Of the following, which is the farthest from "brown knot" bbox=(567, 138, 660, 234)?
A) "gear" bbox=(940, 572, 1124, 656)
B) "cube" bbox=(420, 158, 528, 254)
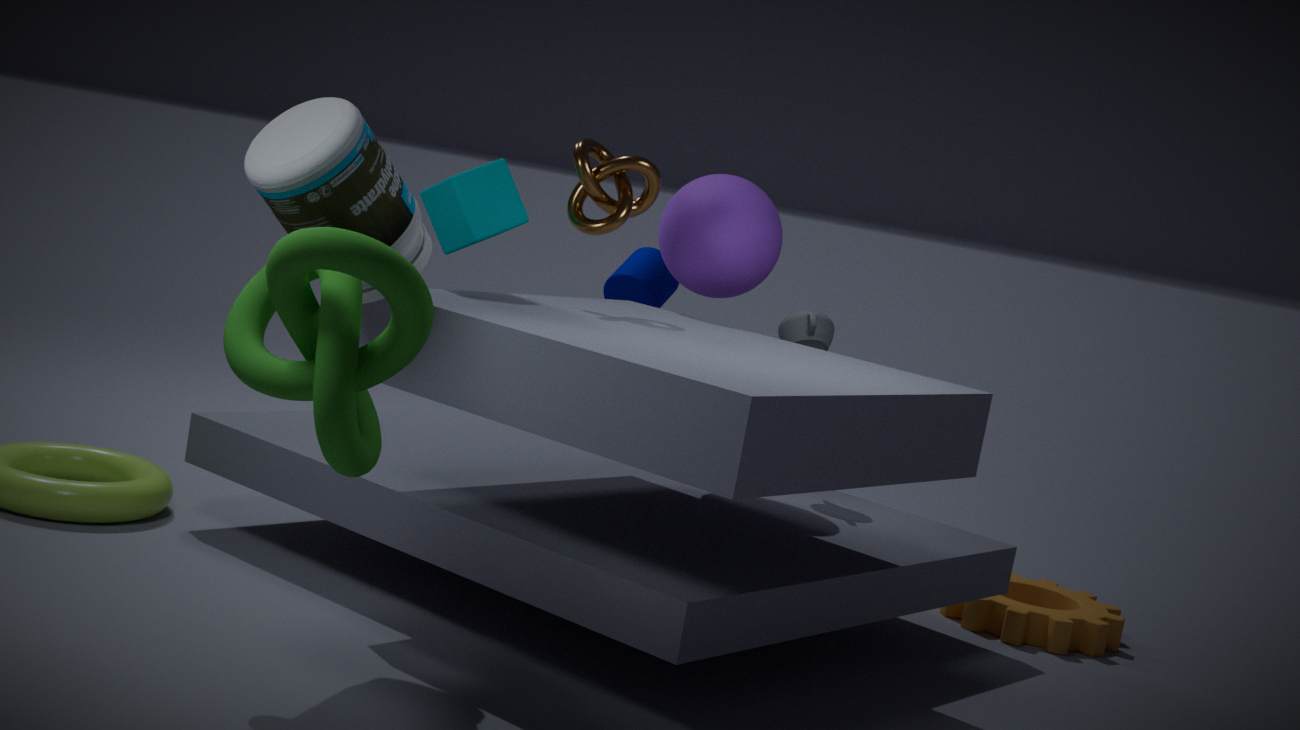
"gear" bbox=(940, 572, 1124, 656)
